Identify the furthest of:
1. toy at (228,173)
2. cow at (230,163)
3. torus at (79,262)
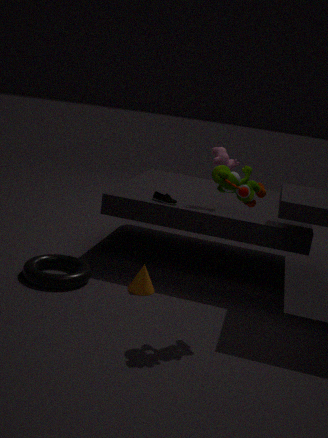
cow at (230,163)
